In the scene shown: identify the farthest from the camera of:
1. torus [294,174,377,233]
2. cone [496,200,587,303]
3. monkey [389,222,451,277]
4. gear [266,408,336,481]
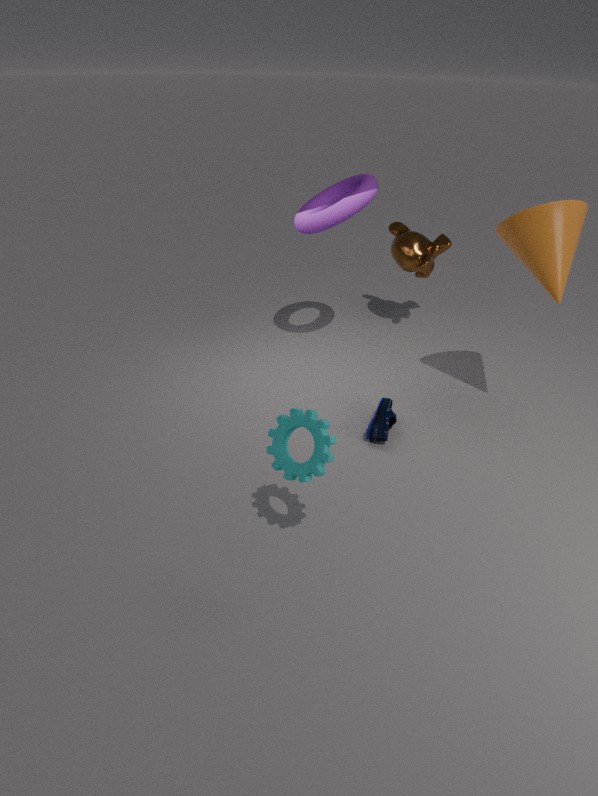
monkey [389,222,451,277]
